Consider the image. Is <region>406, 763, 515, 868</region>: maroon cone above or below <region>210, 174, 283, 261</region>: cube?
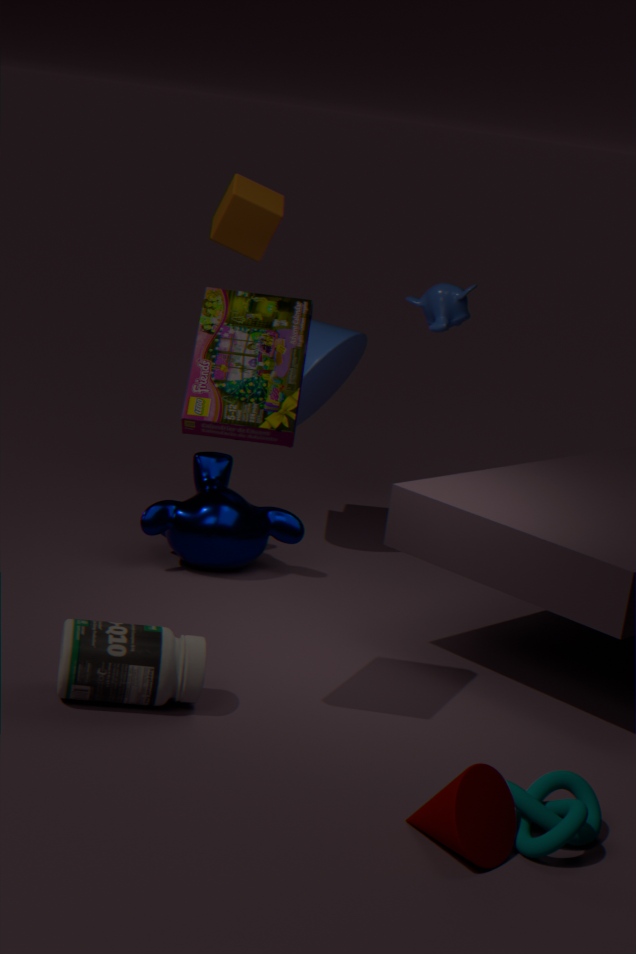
below
